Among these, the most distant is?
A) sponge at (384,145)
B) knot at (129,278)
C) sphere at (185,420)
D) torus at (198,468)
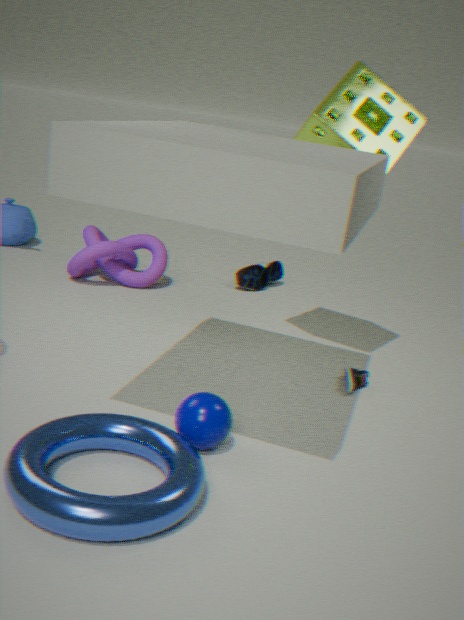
knot at (129,278)
